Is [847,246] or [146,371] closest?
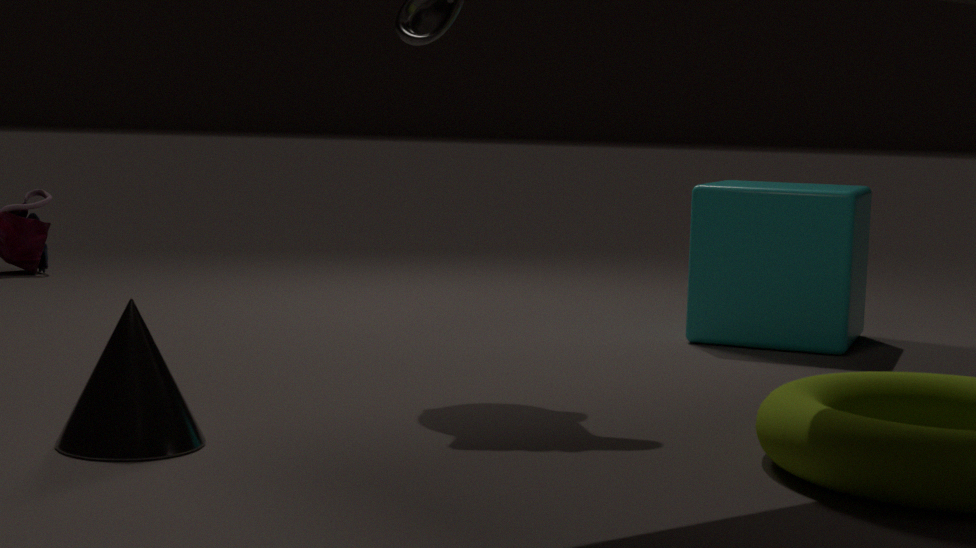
[146,371]
